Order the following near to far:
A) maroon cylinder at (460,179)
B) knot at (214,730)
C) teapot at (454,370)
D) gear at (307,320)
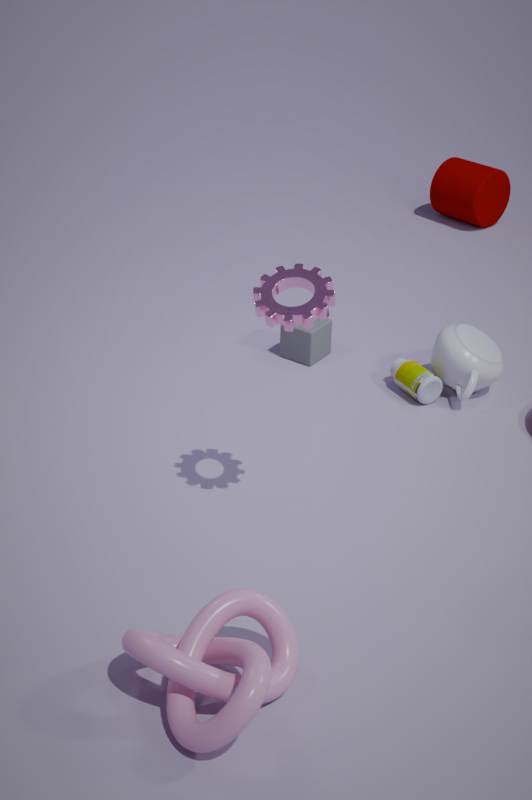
knot at (214,730) → gear at (307,320) → teapot at (454,370) → maroon cylinder at (460,179)
